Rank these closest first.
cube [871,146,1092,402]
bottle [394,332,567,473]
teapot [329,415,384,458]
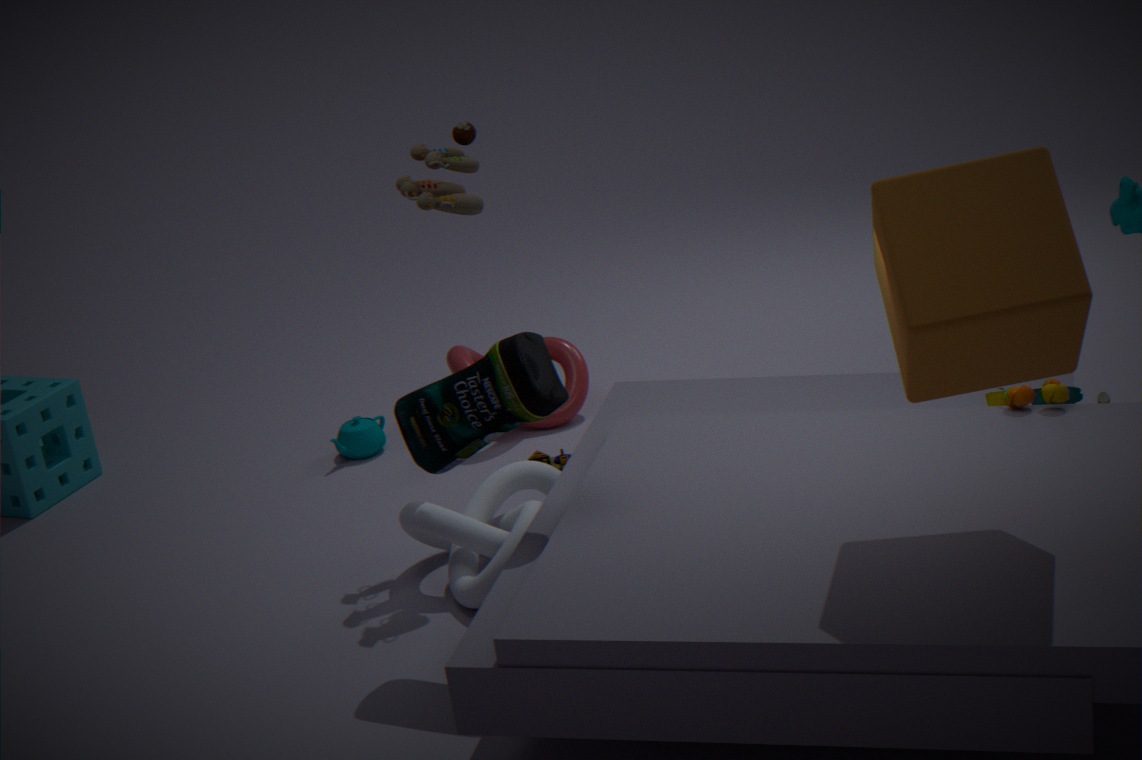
1. cube [871,146,1092,402]
2. bottle [394,332,567,473]
3. teapot [329,415,384,458]
